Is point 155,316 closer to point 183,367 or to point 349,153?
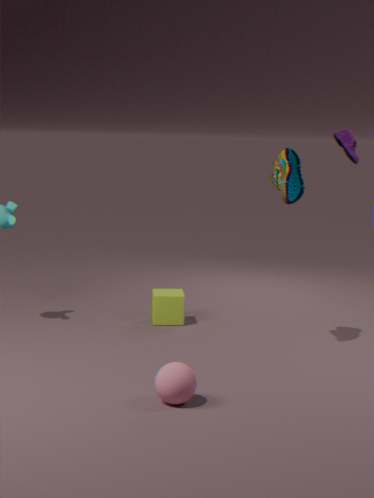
point 183,367
